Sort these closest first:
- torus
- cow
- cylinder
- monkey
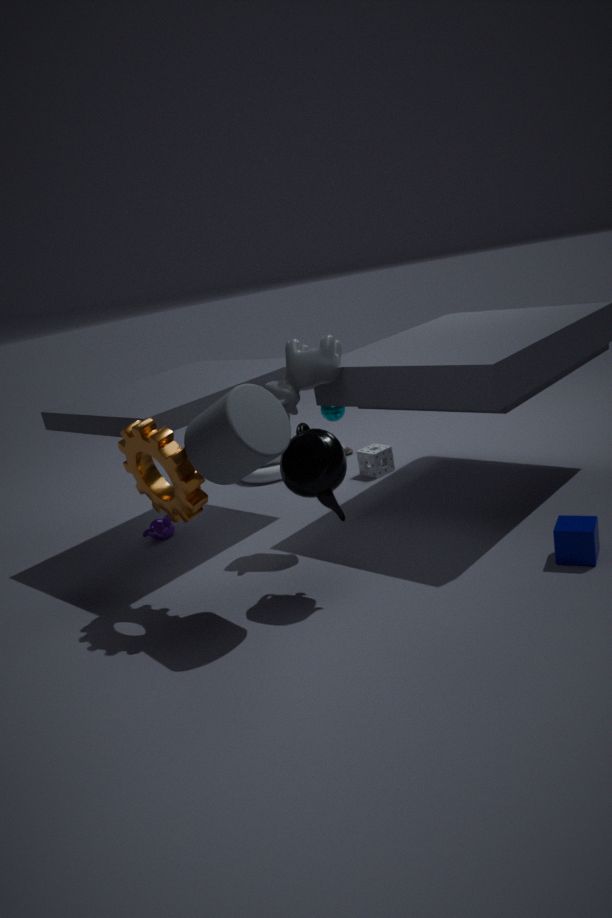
cylinder
cow
monkey
torus
